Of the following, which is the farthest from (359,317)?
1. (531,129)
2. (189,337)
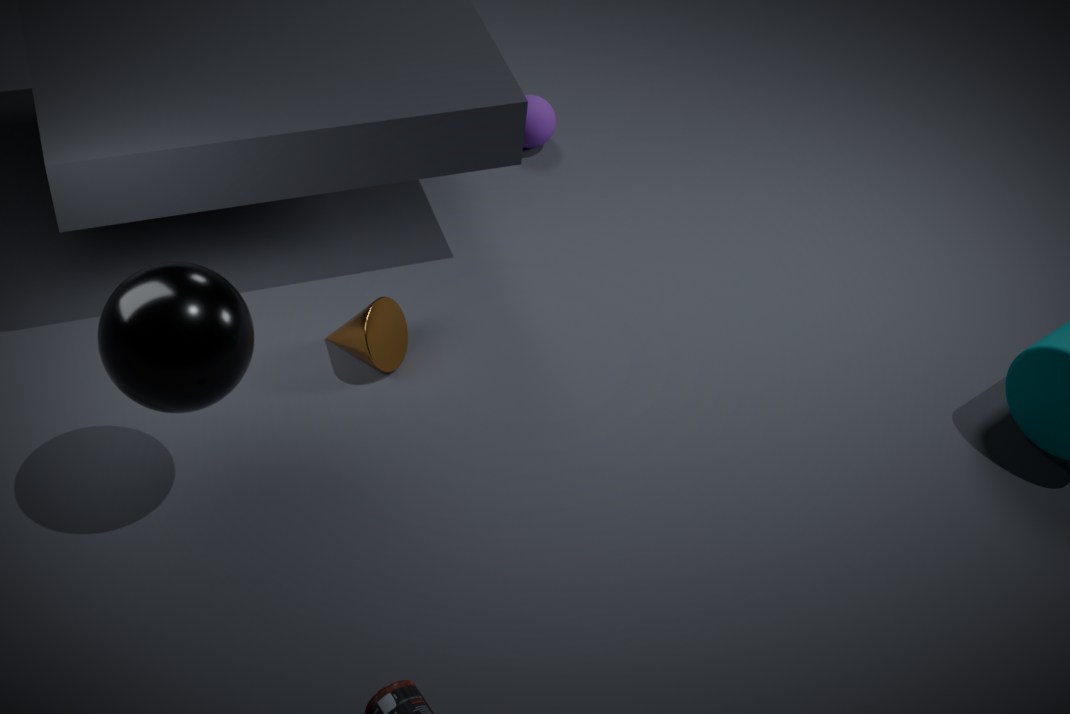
(531,129)
